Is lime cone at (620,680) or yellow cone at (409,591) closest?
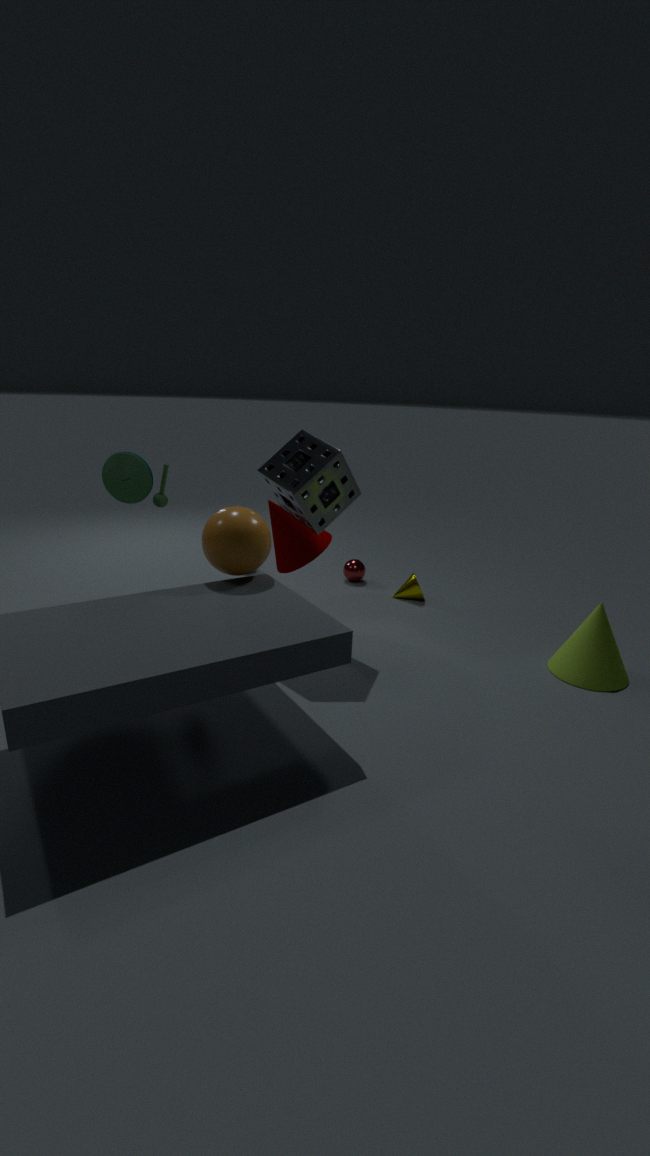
lime cone at (620,680)
